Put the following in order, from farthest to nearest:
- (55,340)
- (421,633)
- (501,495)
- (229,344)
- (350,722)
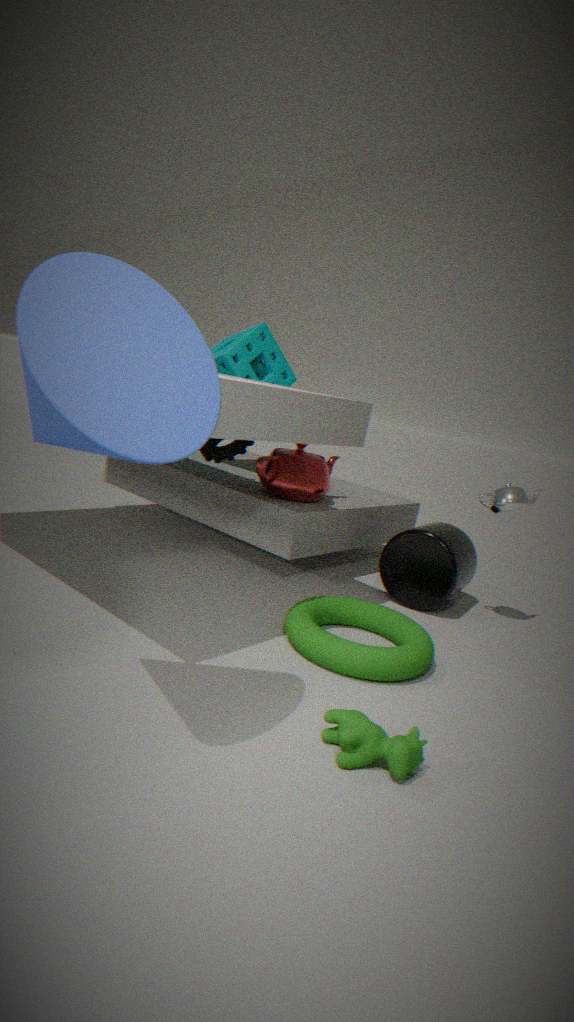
(229,344) → (501,495) → (421,633) → (350,722) → (55,340)
